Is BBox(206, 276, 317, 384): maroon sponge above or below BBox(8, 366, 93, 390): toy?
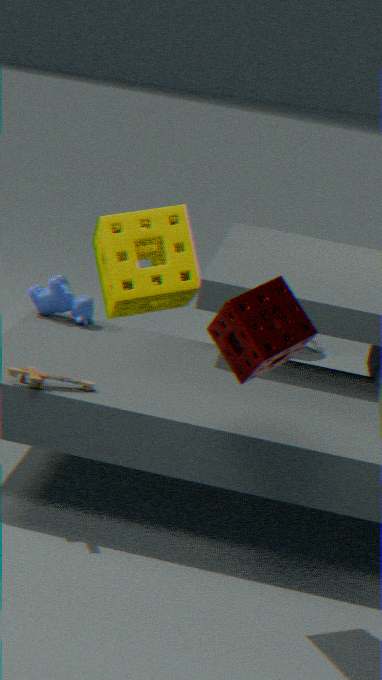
above
